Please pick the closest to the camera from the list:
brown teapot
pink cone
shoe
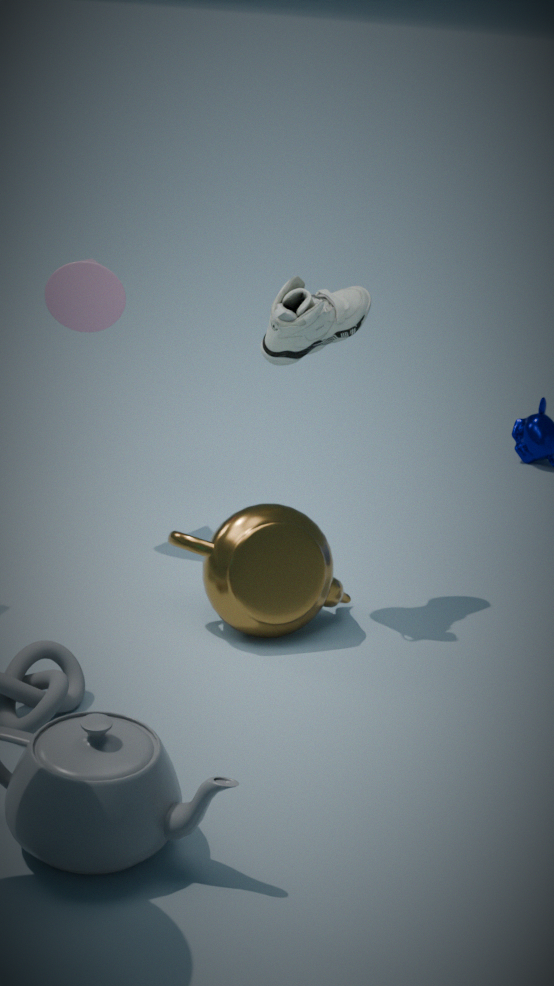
brown teapot
